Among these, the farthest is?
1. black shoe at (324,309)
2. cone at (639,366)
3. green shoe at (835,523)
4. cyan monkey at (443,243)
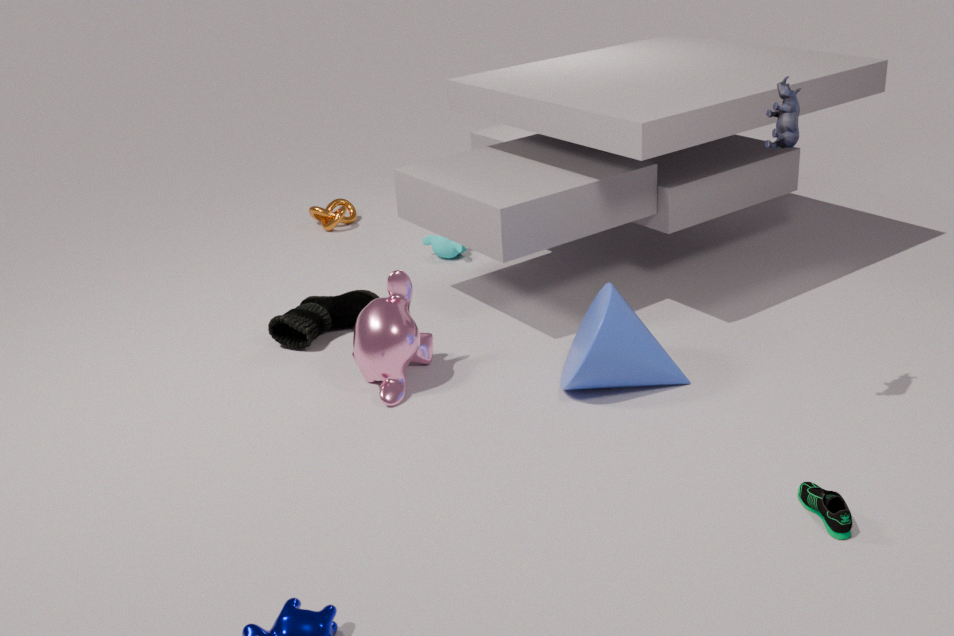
cyan monkey at (443,243)
